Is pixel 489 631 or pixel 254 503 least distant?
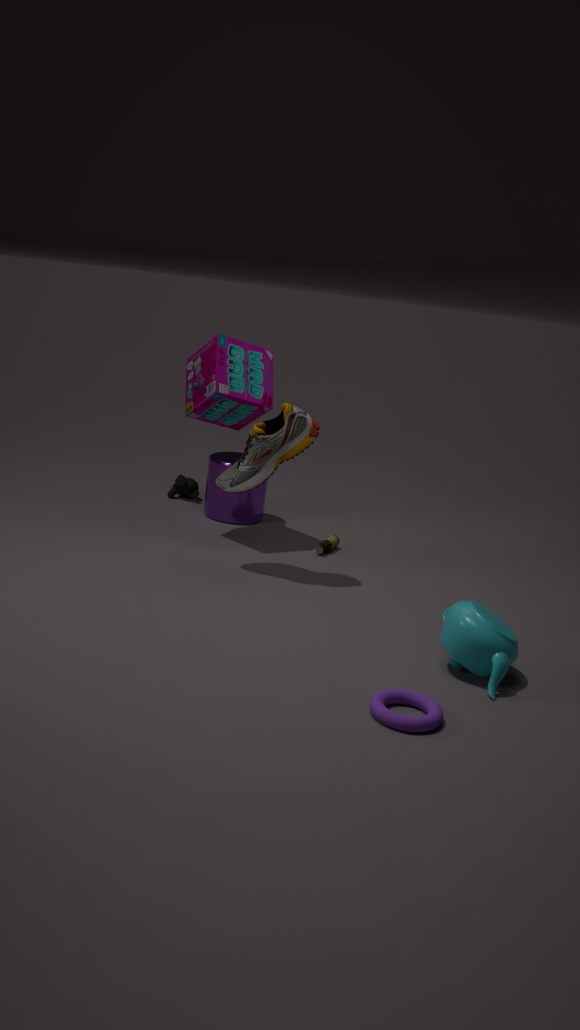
pixel 489 631
